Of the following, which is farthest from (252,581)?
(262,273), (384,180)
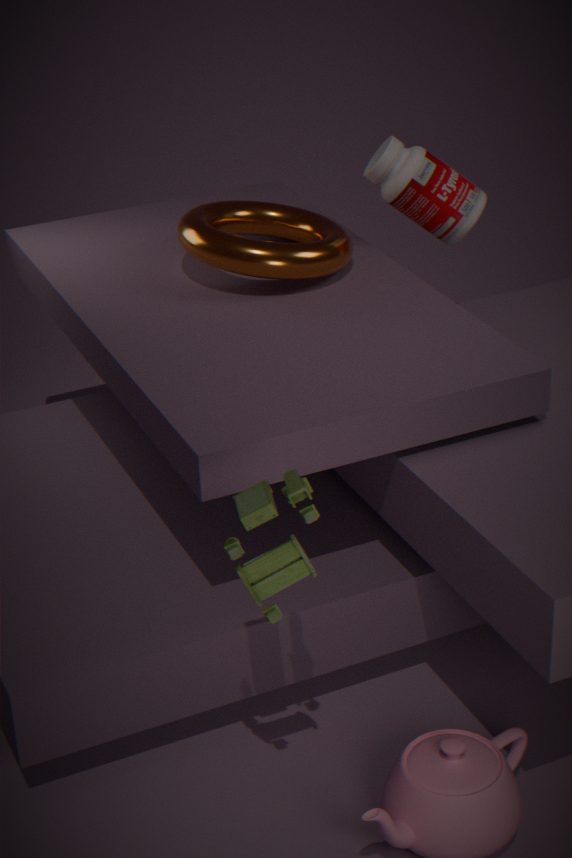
(384,180)
